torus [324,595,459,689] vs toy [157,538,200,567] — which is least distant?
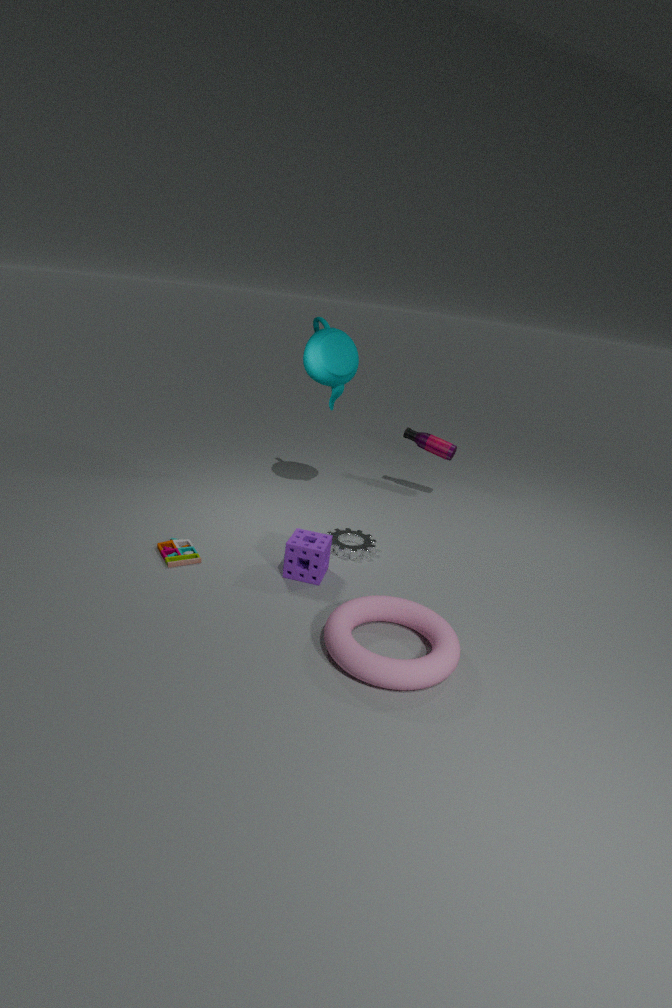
torus [324,595,459,689]
